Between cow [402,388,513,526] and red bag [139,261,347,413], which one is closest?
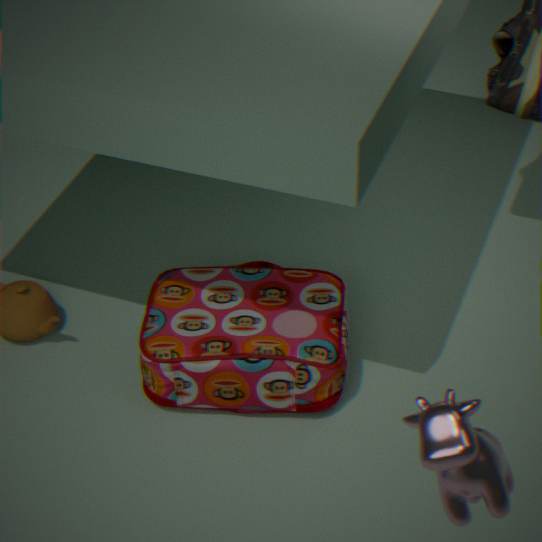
cow [402,388,513,526]
